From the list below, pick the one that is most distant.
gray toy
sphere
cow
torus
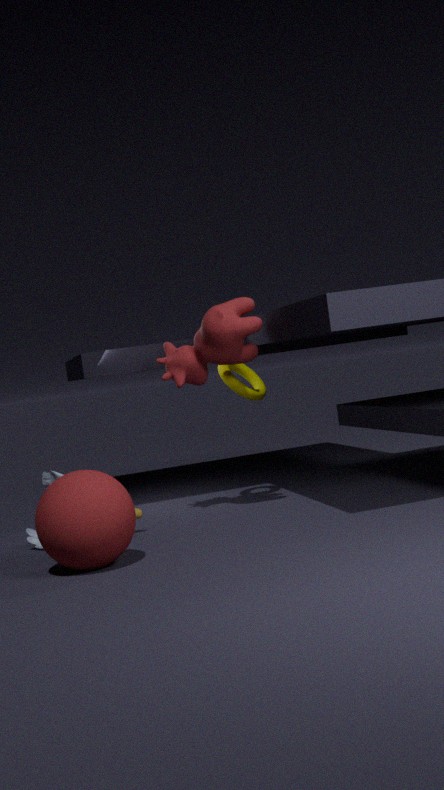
torus
